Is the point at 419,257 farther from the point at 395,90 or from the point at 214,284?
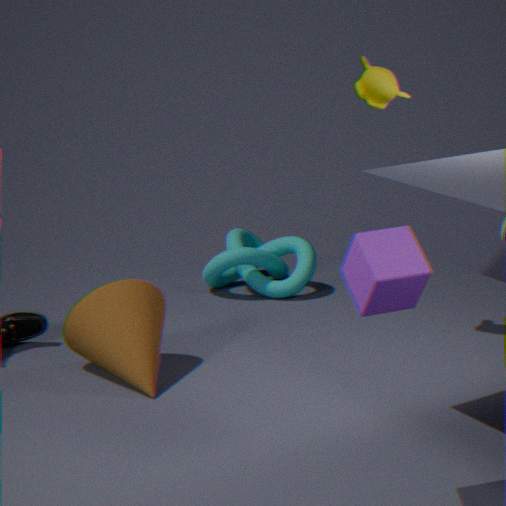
the point at 214,284
